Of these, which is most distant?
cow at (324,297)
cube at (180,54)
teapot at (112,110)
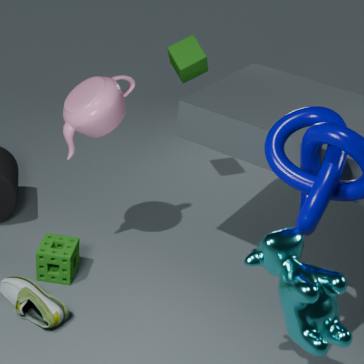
cube at (180,54)
